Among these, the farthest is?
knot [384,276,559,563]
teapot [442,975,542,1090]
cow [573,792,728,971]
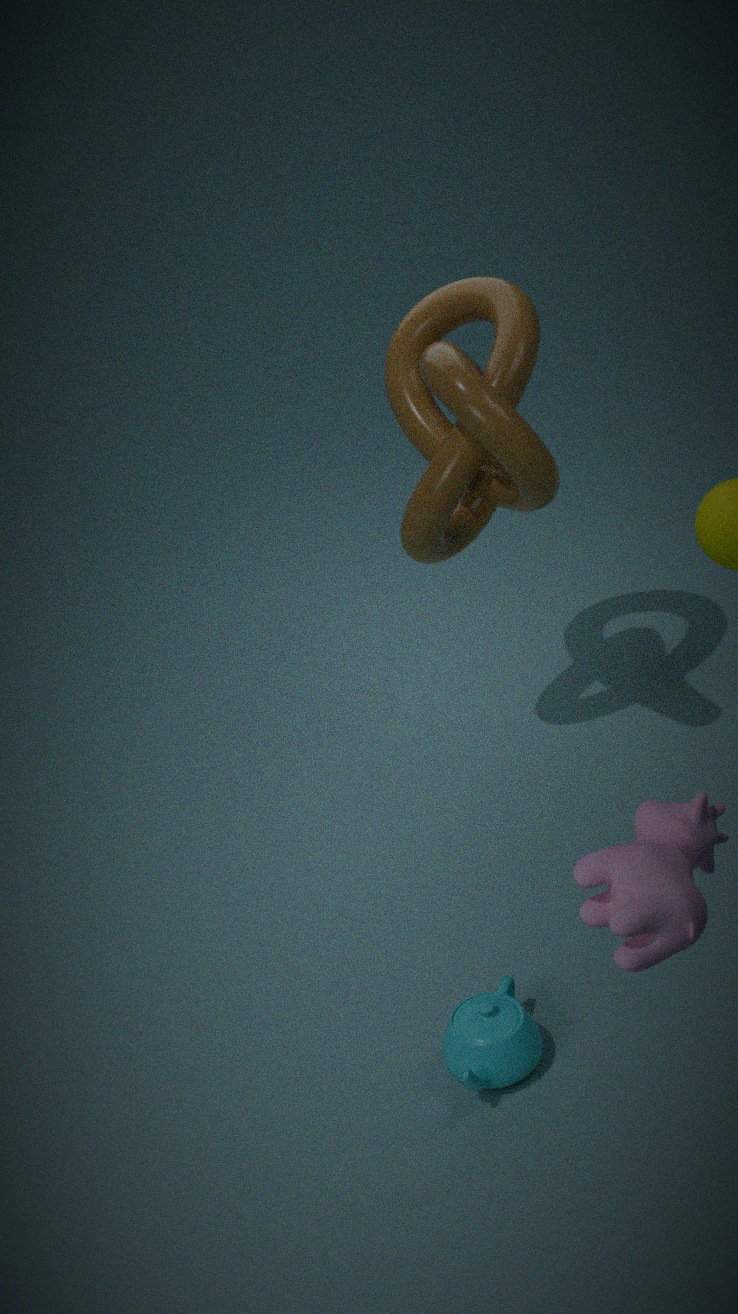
knot [384,276,559,563]
